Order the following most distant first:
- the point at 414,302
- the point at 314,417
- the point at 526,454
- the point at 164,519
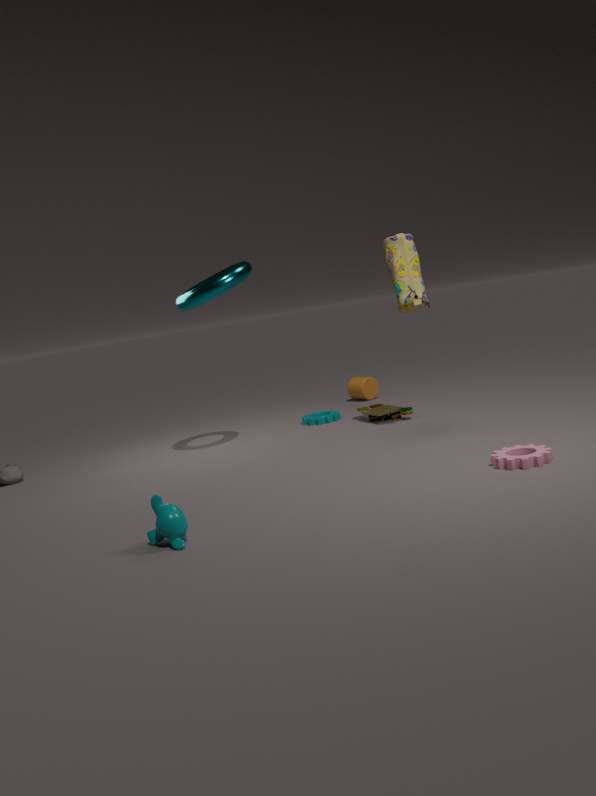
1. the point at 314,417
2. the point at 414,302
3. the point at 526,454
4. the point at 164,519
